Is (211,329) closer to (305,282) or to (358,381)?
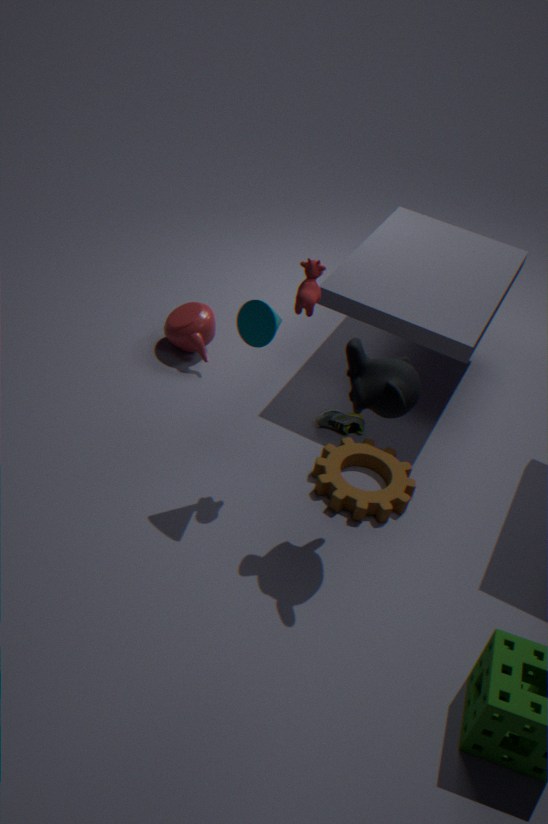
(305,282)
